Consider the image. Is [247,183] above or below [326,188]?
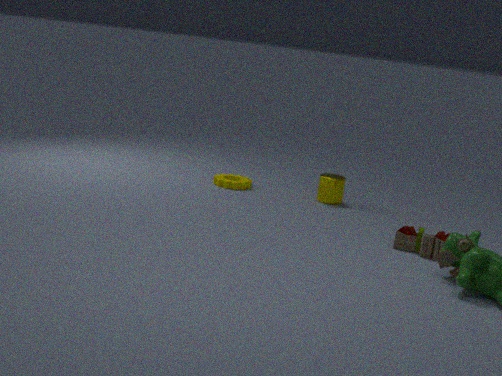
below
